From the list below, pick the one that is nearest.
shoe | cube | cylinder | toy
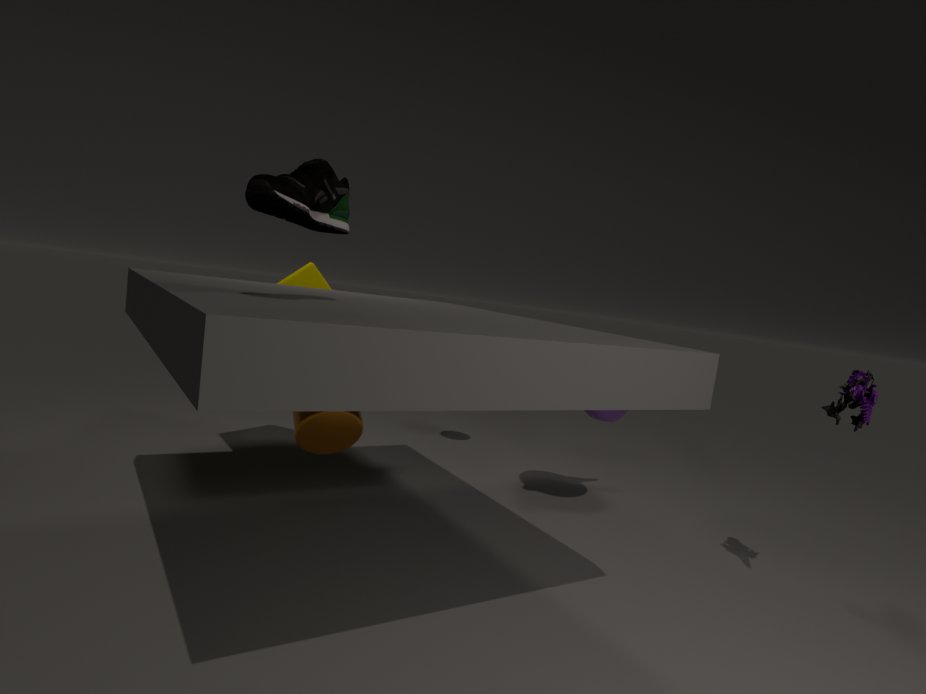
shoe
